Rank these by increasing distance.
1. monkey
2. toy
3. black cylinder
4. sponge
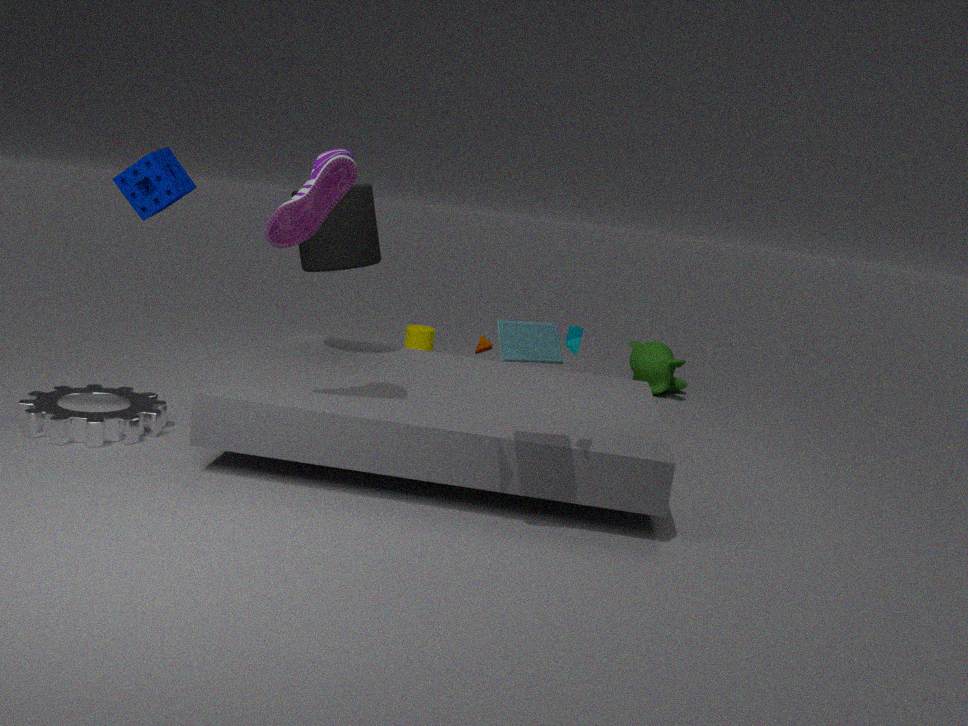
1. toy
2. sponge
3. black cylinder
4. monkey
